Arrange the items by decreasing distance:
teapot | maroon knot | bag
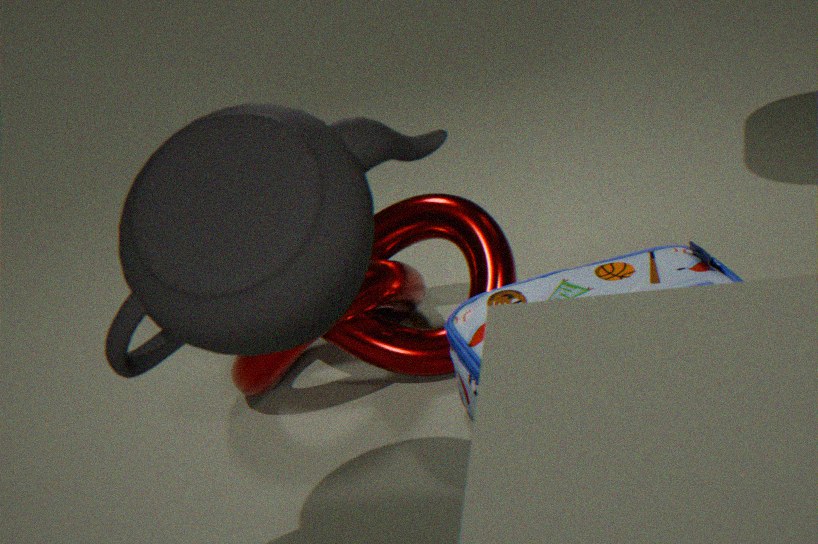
maroon knot, bag, teapot
